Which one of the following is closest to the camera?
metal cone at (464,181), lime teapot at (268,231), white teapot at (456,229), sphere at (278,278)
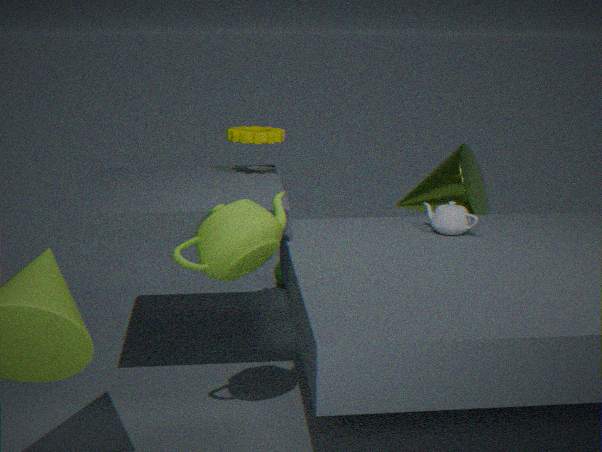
lime teapot at (268,231)
